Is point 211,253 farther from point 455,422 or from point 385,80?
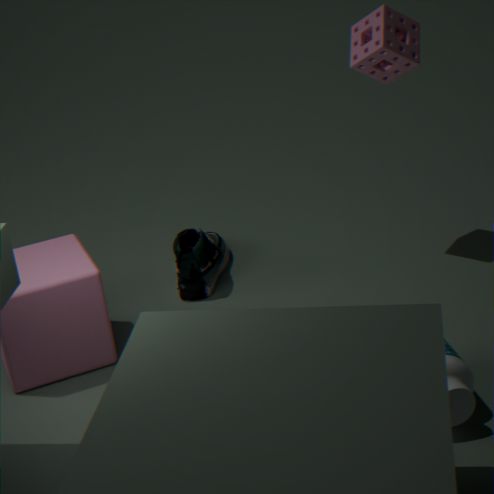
point 455,422
